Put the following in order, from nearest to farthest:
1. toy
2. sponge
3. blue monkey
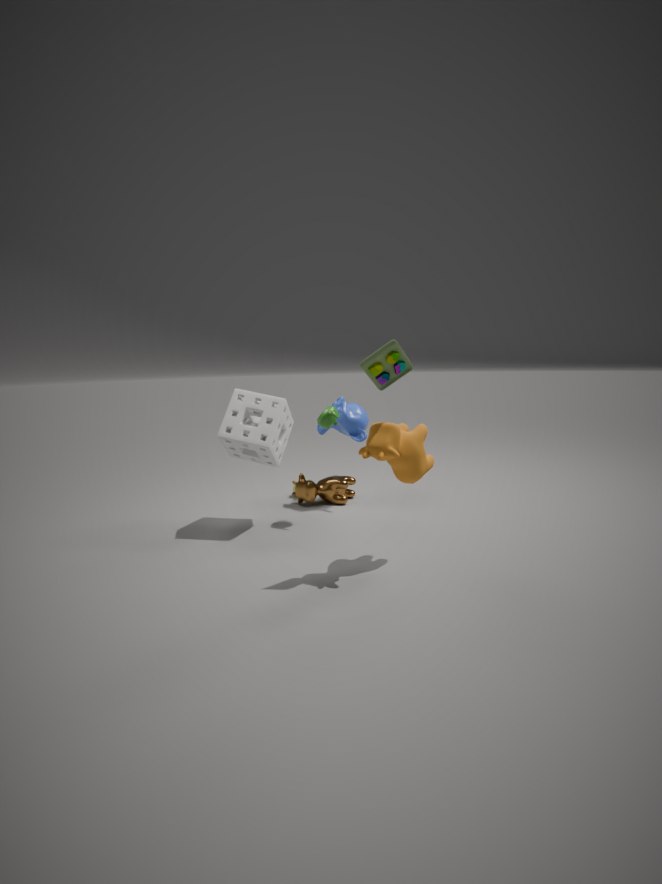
toy, sponge, blue monkey
